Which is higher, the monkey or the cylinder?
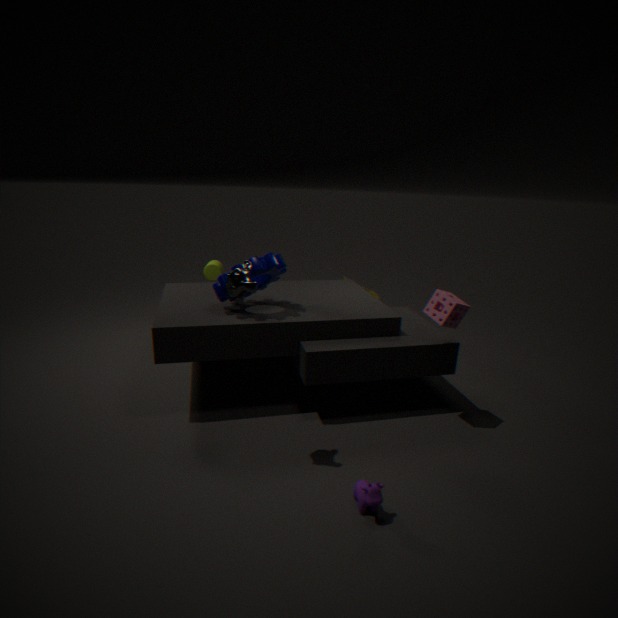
the monkey
